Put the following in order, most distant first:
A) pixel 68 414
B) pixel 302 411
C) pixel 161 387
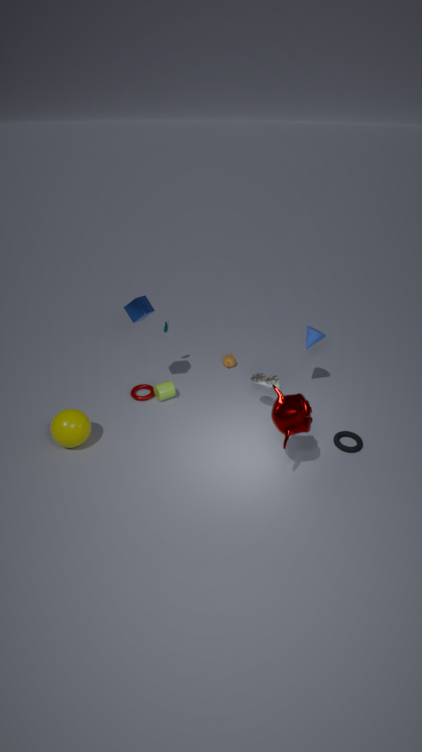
1. pixel 161 387
2. pixel 68 414
3. pixel 302 411
